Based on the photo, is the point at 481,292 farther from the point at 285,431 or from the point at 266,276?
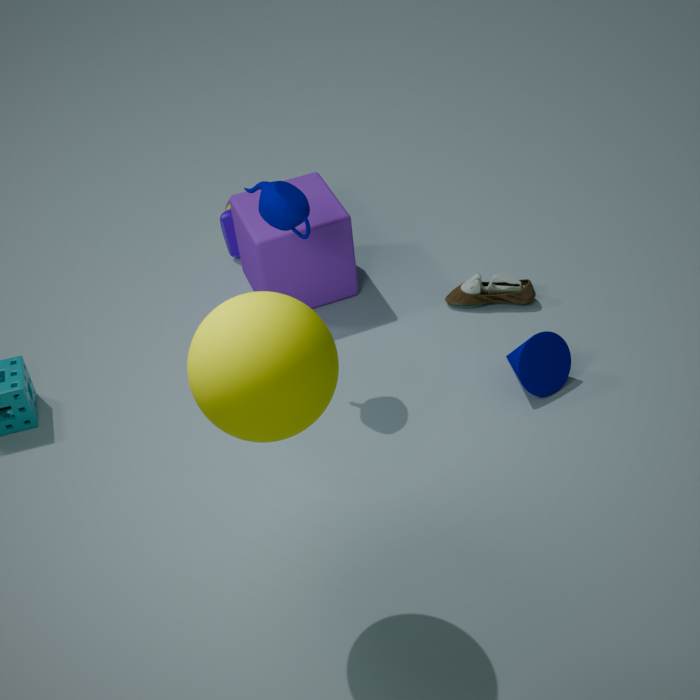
the point at 285,431
